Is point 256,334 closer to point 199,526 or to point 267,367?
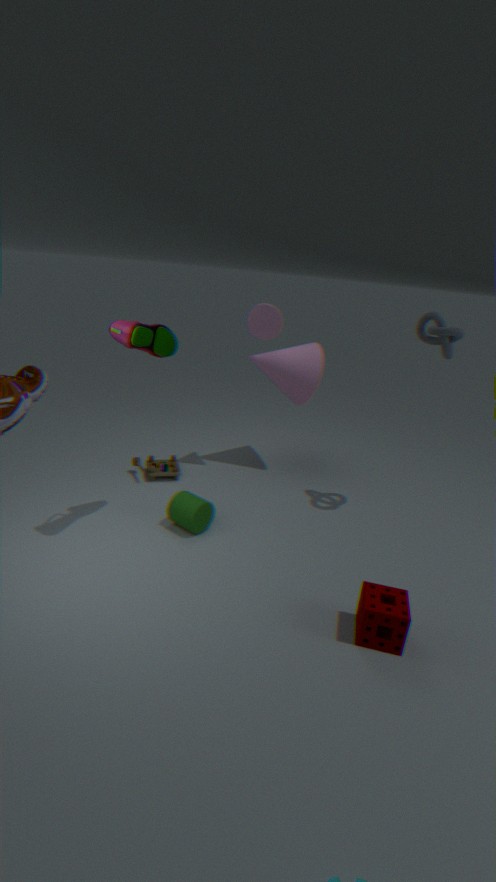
point 267,367
